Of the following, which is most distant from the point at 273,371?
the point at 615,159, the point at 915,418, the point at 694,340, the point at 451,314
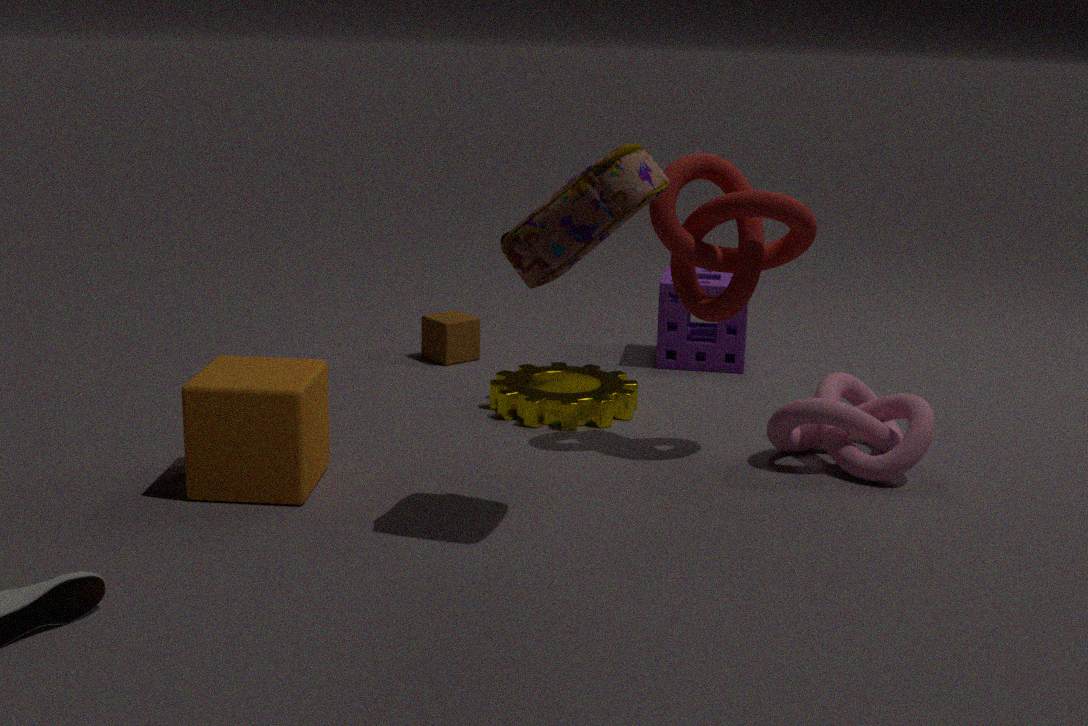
the point at 694,340
